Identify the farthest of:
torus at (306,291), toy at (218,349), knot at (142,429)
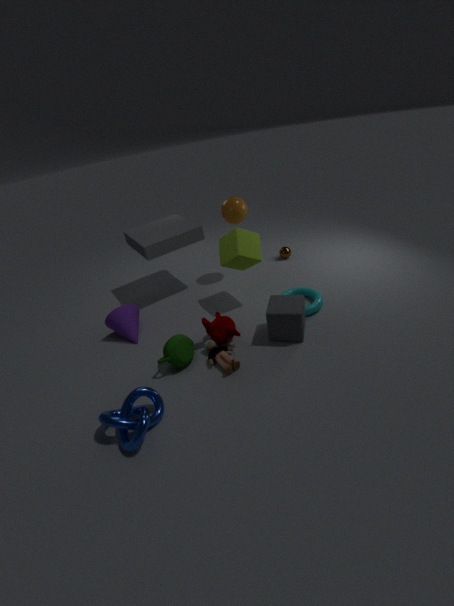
torus at (306,291)
